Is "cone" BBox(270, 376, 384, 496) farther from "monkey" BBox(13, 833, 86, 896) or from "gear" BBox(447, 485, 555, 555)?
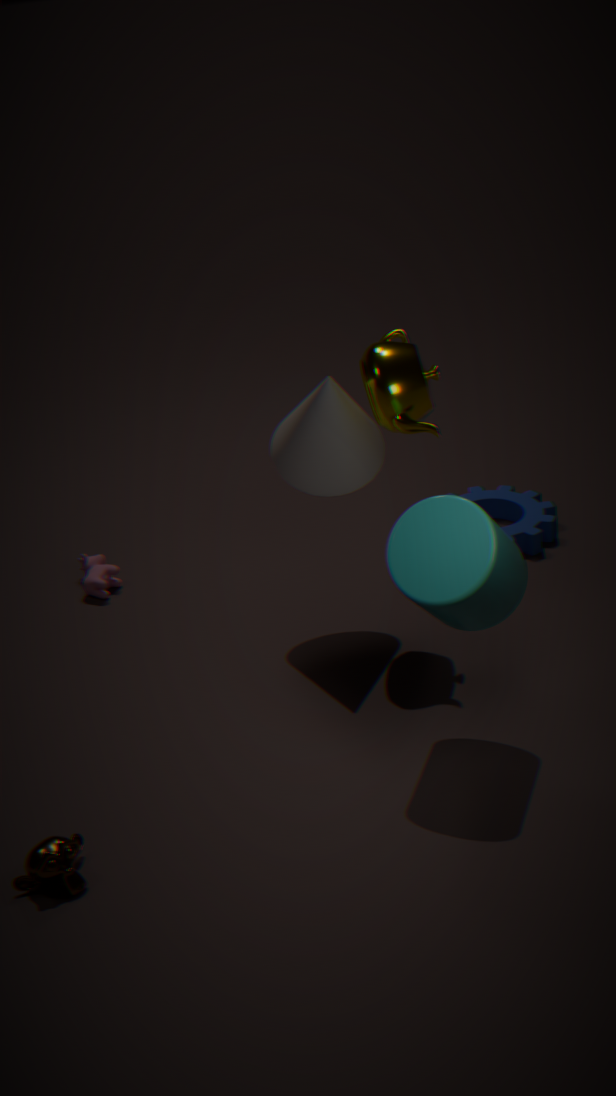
"monkey" BBox(13, 833, 86, 896)
